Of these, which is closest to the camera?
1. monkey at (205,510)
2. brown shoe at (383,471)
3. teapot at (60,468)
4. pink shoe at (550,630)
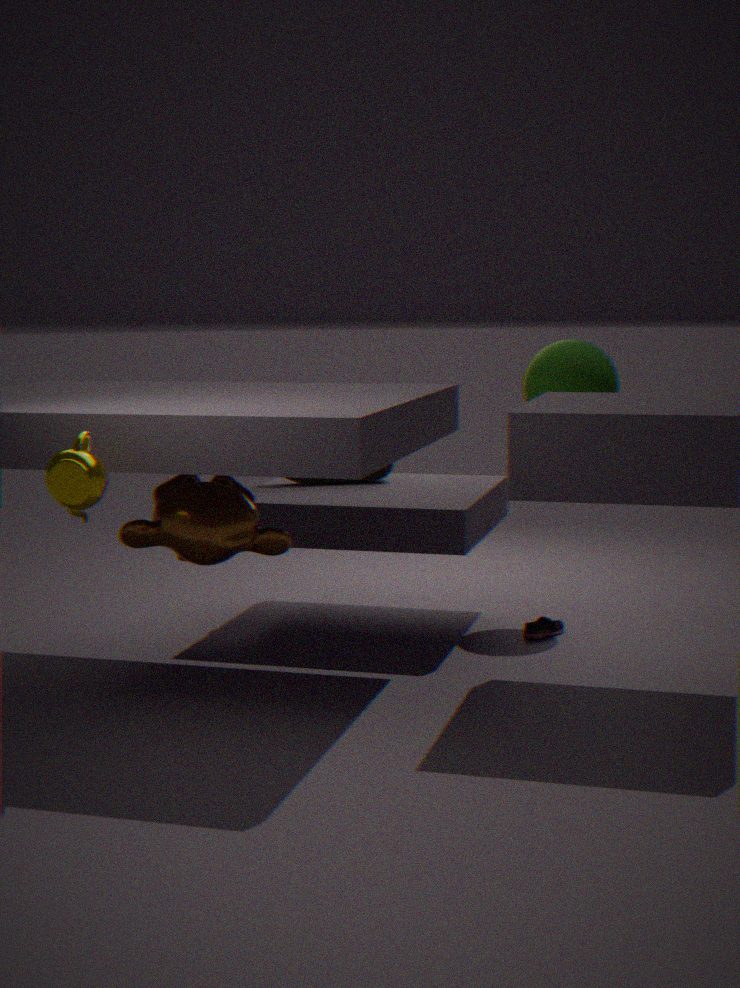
teapot at (60,468)
